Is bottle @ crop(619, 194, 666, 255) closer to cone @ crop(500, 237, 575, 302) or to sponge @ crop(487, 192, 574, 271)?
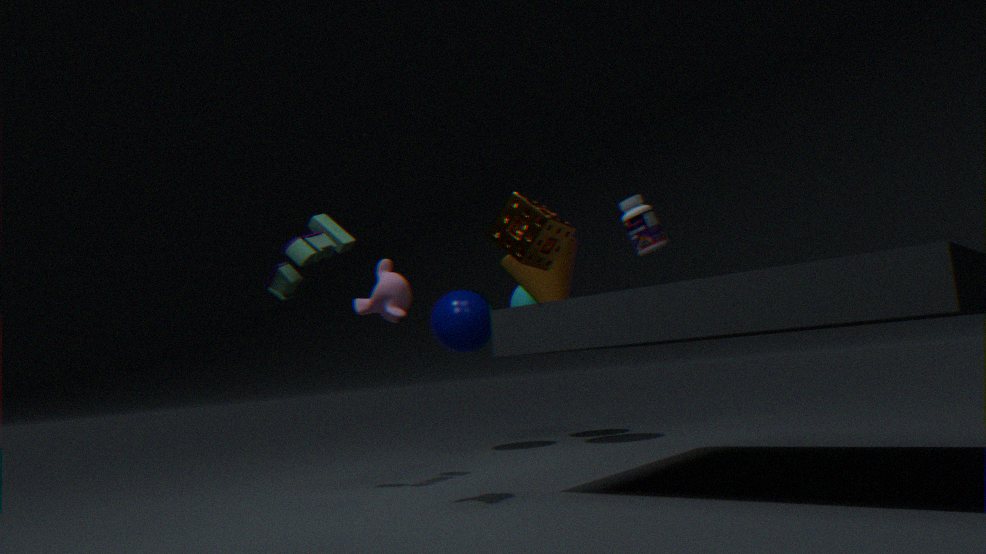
sponge @ crop(487, 192, 574, 271)
